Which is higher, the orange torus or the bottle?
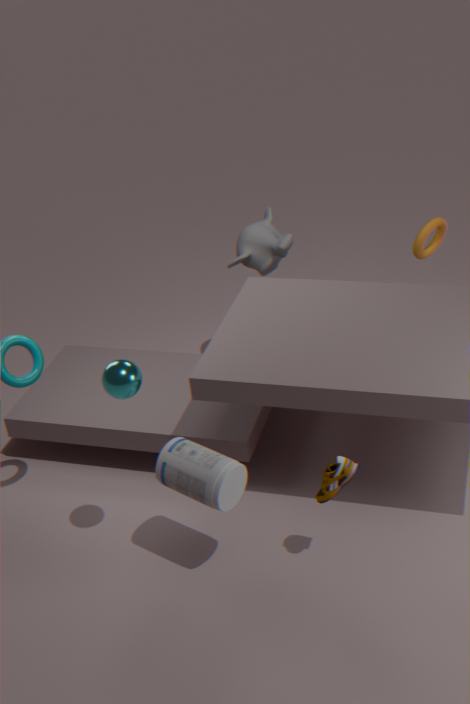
the orange torus
